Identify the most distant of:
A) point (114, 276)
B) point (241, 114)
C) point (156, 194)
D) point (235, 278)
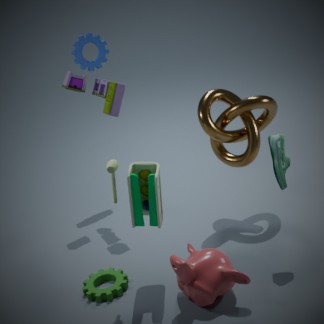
point (241, 114)
